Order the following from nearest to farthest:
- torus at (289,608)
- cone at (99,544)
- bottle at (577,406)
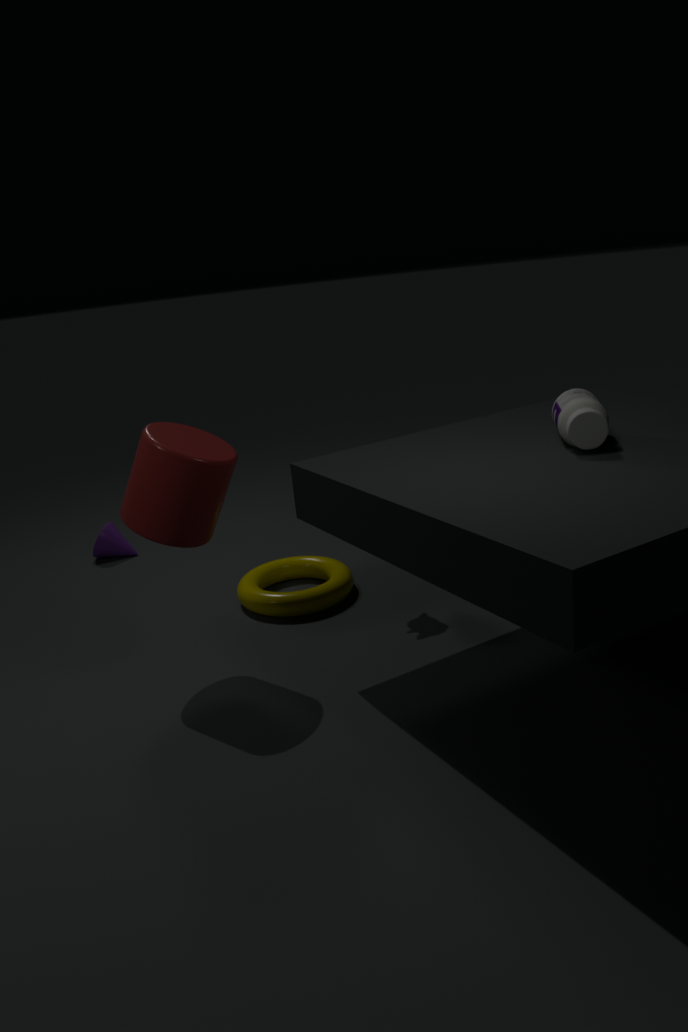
bottle at (577,406) < torus at (289,608) < cone at (99,544)
